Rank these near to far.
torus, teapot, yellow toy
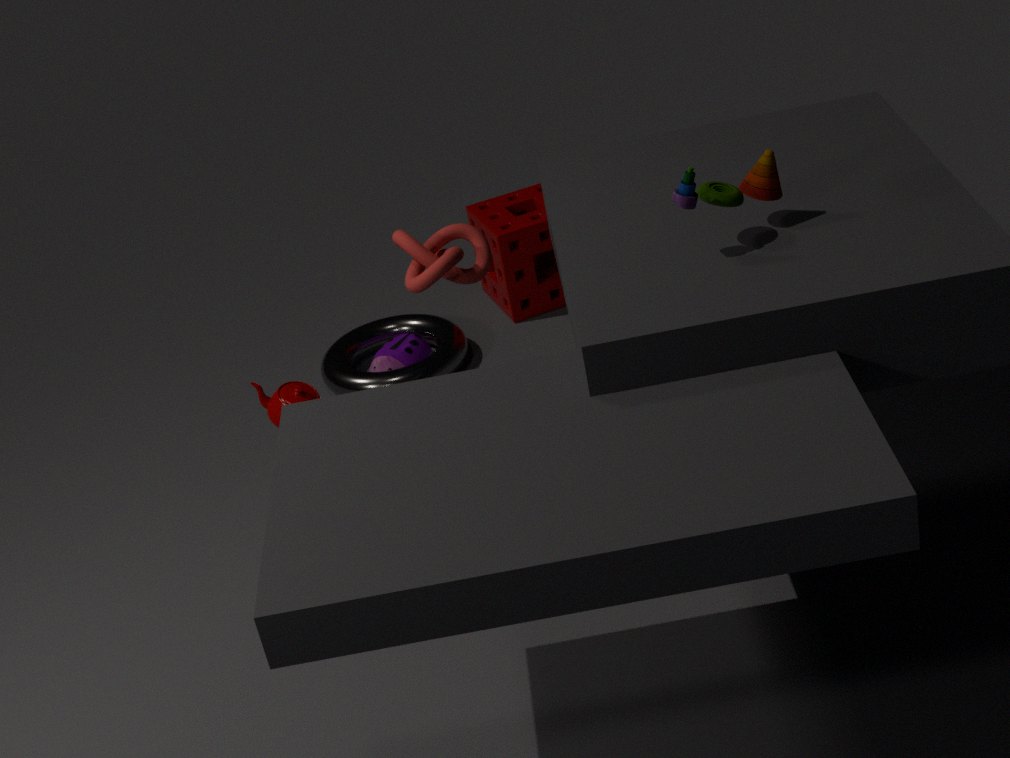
1. yellow toy
2. teapot
3. torus
